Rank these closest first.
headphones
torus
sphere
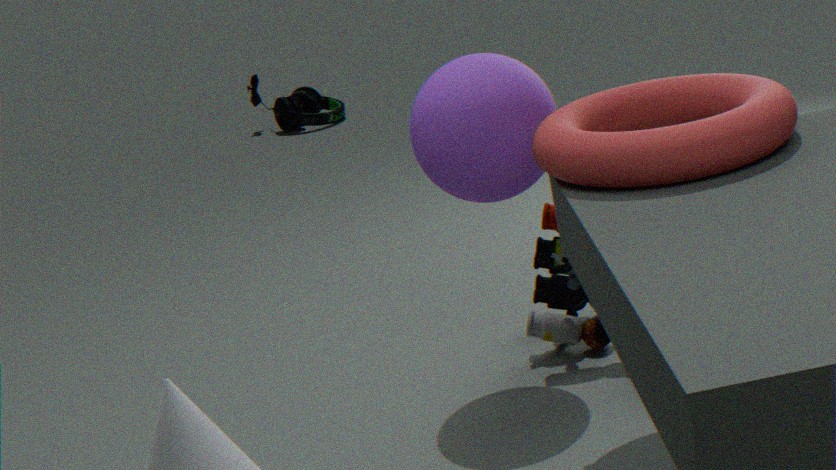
torus, sphere, headphones
